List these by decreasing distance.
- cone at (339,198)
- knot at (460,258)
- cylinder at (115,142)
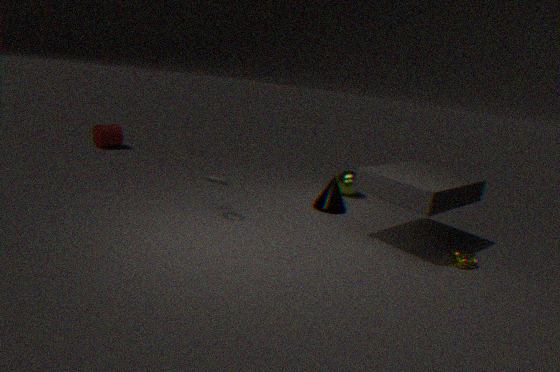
cylinder at (115,142), cone at (339,198), knot at (460,258)
